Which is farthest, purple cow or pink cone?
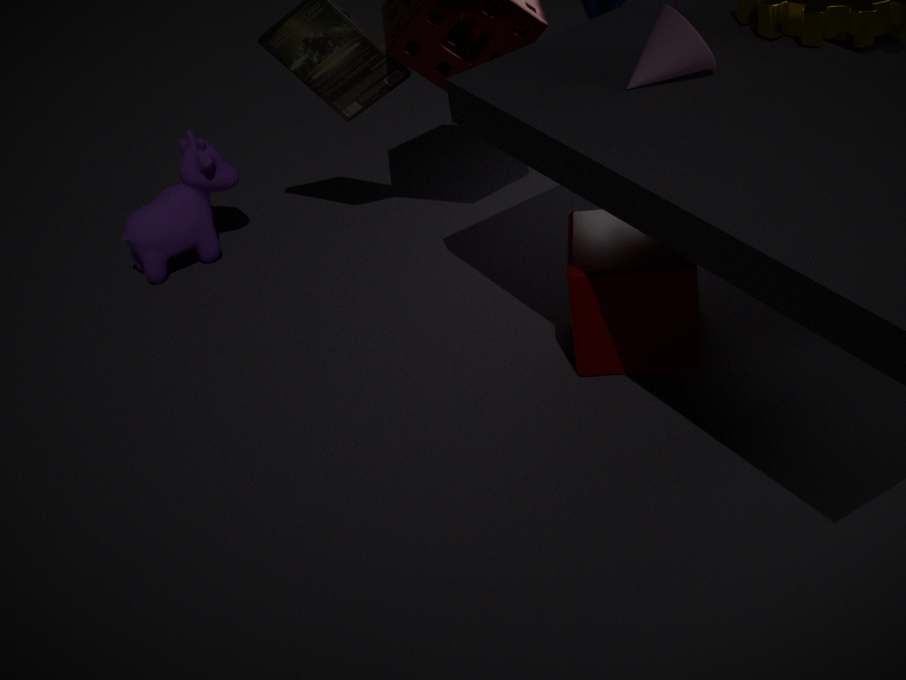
purple cow
